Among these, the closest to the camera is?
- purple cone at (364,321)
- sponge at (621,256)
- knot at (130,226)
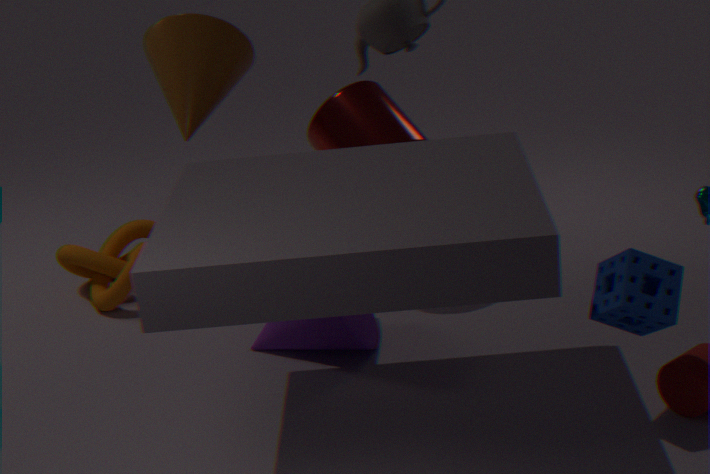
sponge at (621,256)
